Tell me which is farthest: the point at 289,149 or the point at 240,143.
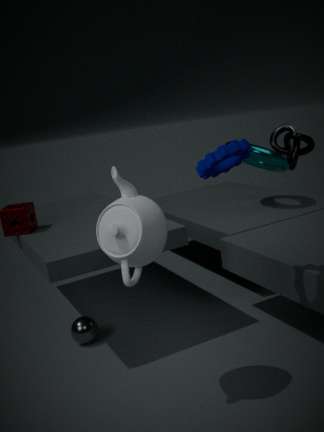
the point at 289,149
